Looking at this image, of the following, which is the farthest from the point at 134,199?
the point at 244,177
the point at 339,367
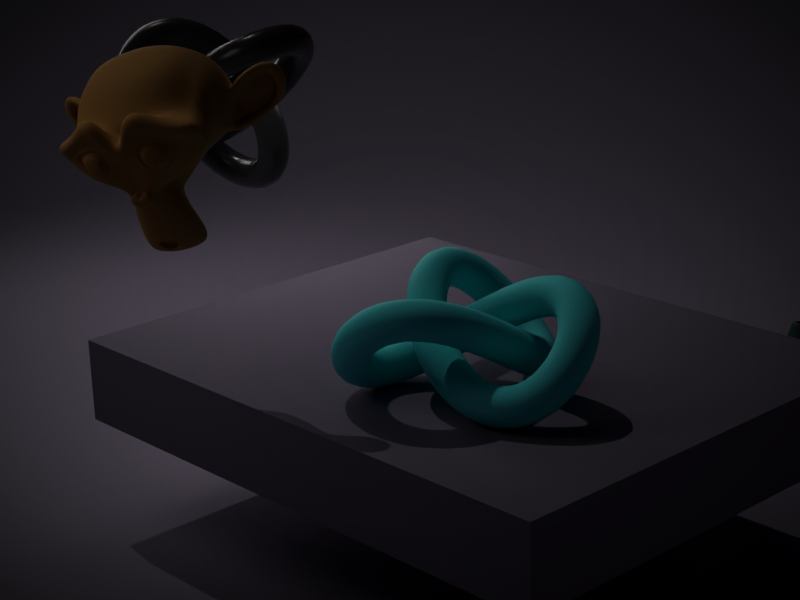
the point at 244,177
